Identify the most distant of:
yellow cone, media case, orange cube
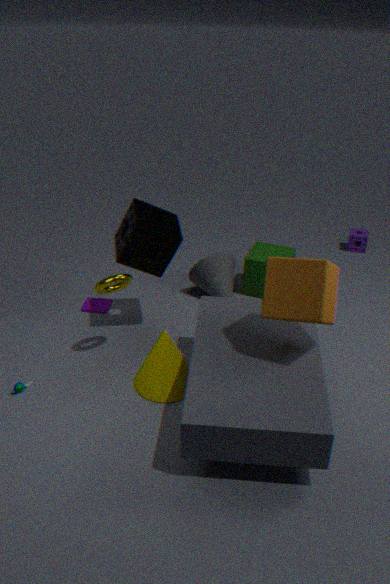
media case
